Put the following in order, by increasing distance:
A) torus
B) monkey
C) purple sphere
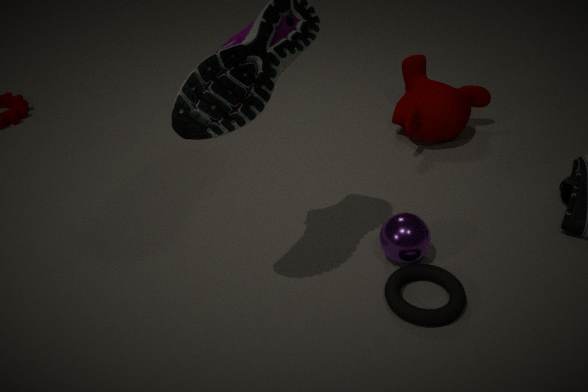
torus → purple sphere → monkey
